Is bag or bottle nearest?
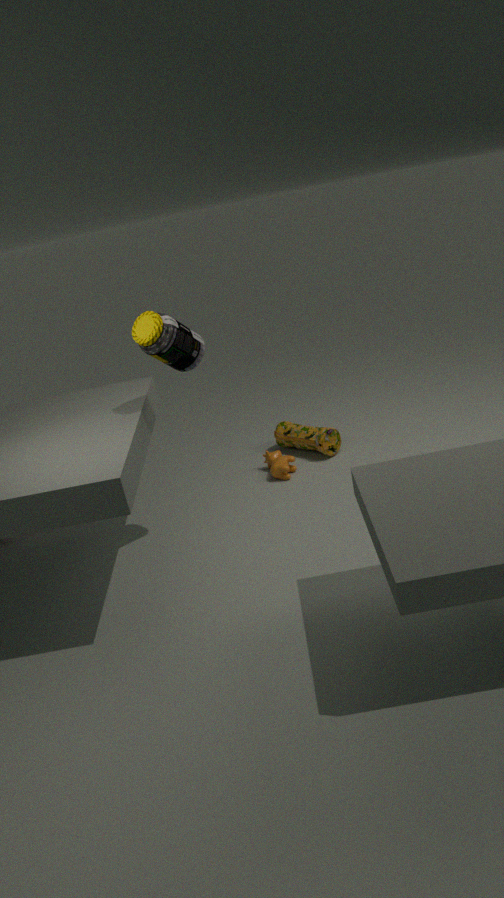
bottle
